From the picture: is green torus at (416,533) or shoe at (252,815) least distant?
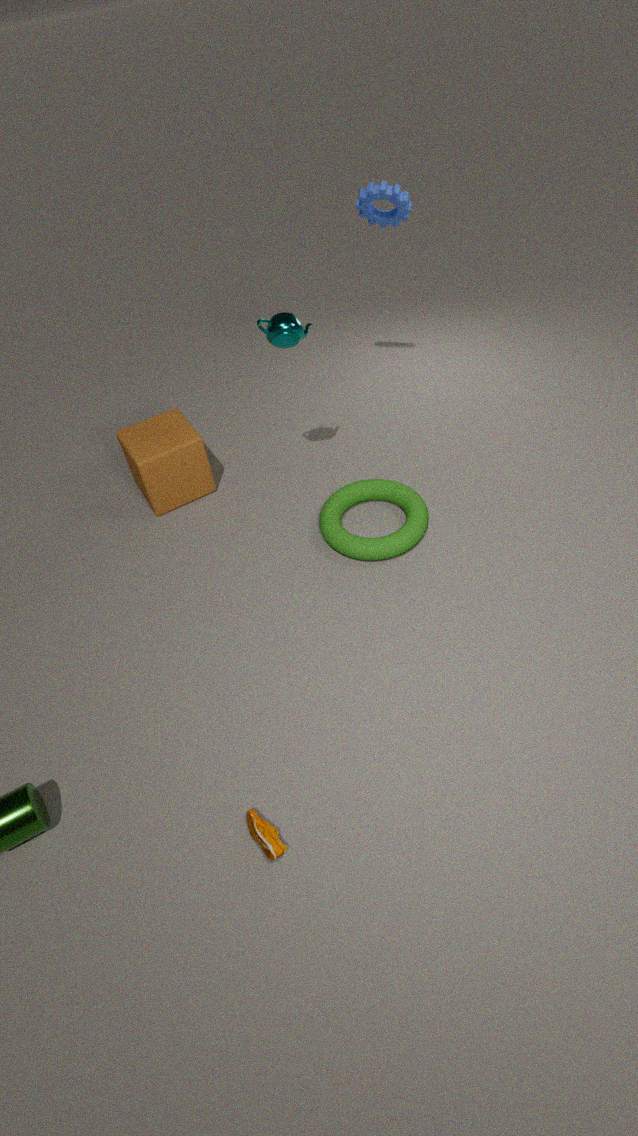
shoe at (252,815)
